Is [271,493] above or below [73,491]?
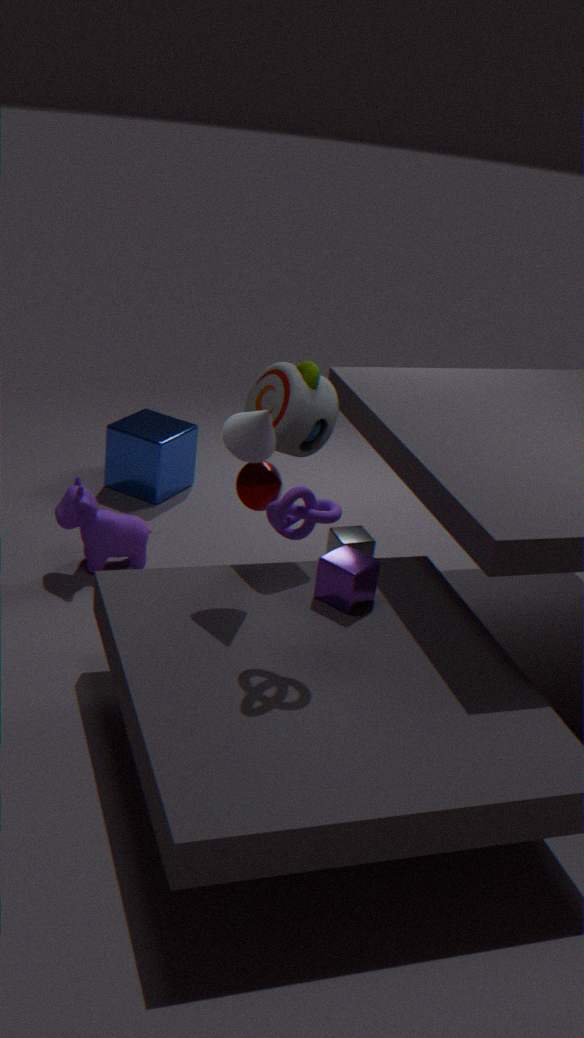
above
